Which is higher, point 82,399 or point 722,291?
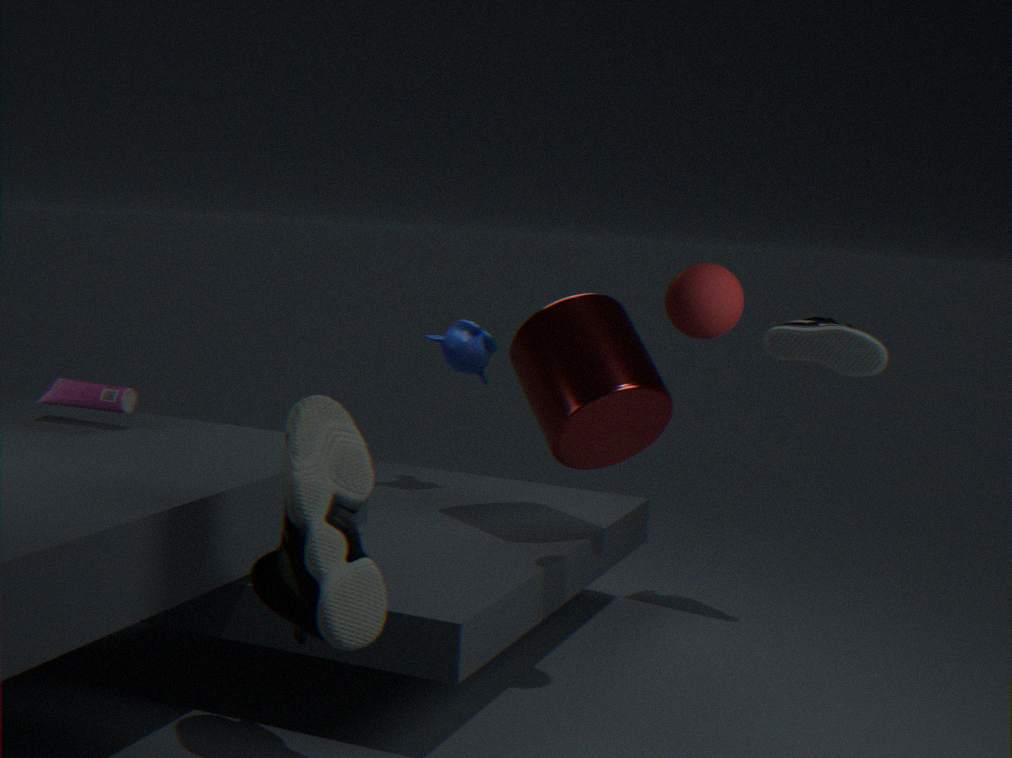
point 722,291
